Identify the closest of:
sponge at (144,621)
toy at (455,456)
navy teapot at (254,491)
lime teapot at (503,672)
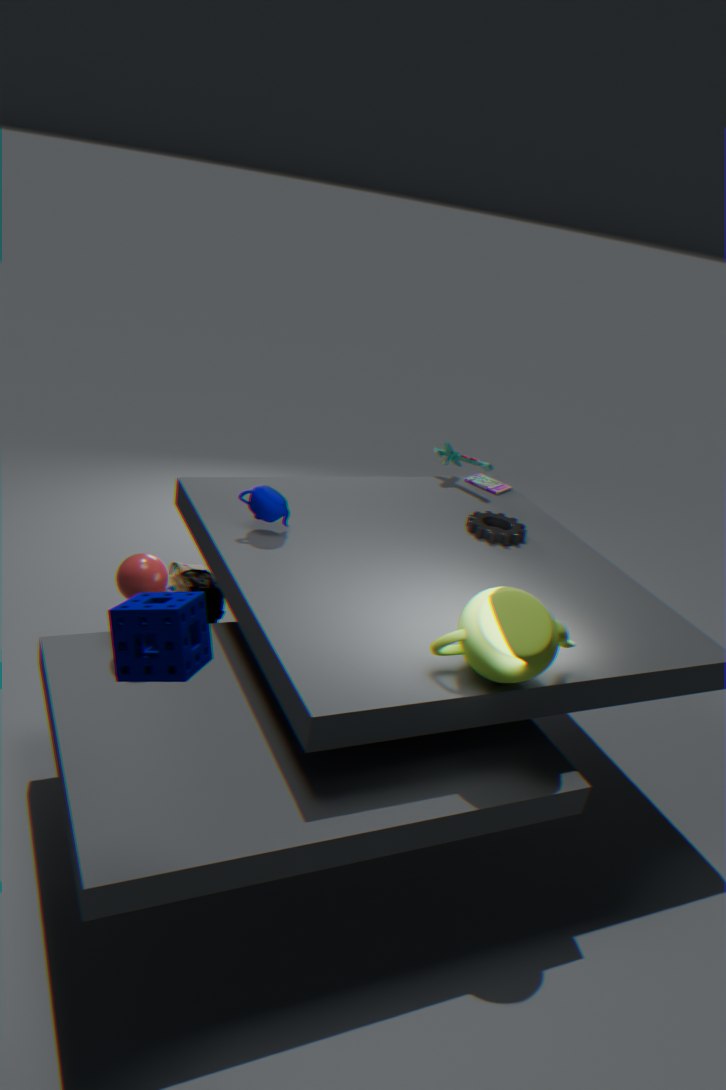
sponge at (144,621)
